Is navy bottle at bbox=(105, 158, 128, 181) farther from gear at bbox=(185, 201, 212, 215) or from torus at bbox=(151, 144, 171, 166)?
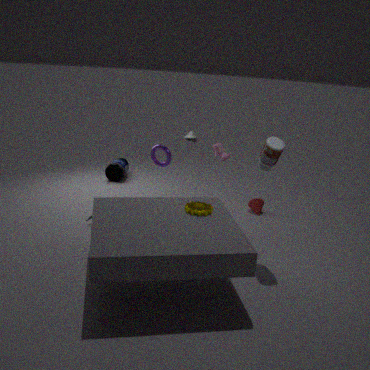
gear at bbox=(185, 201, 212, 215)
